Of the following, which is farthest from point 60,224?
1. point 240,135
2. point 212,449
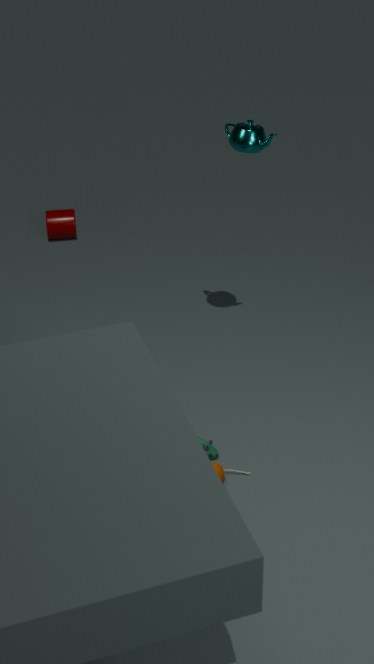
point 212,449
